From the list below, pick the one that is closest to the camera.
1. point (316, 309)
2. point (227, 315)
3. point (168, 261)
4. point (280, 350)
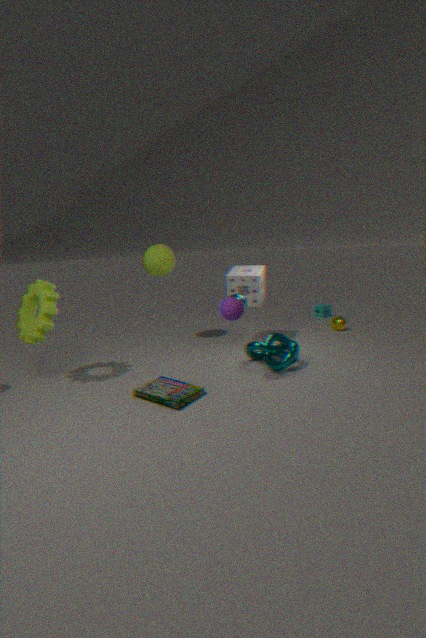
point (227, 315)
